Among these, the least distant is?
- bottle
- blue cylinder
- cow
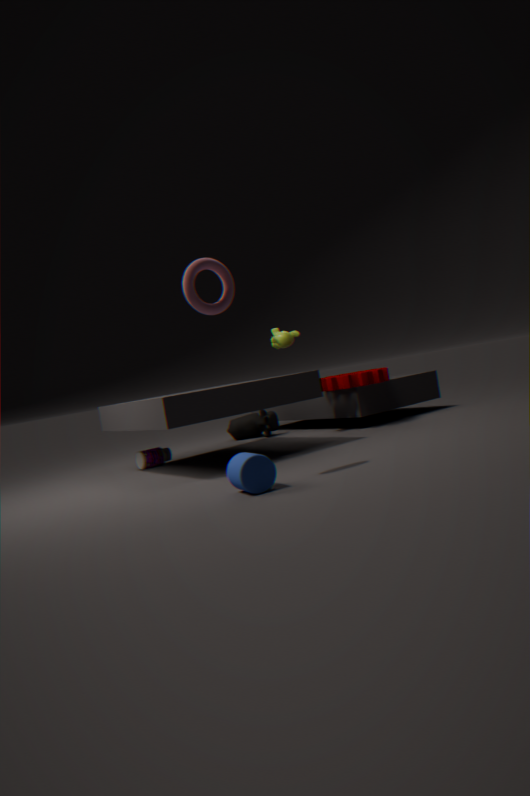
blue cylinder
